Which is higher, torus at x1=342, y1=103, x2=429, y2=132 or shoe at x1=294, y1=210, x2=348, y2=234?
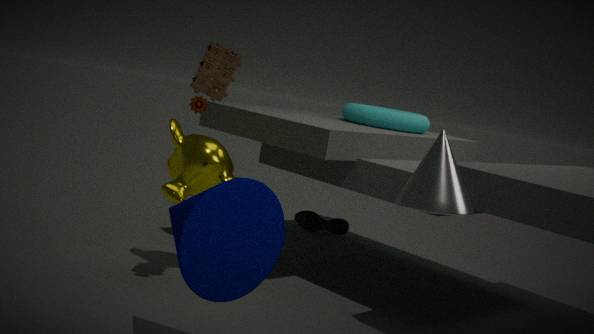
torus at x1=342, y1=103, x2=429, y2=132
